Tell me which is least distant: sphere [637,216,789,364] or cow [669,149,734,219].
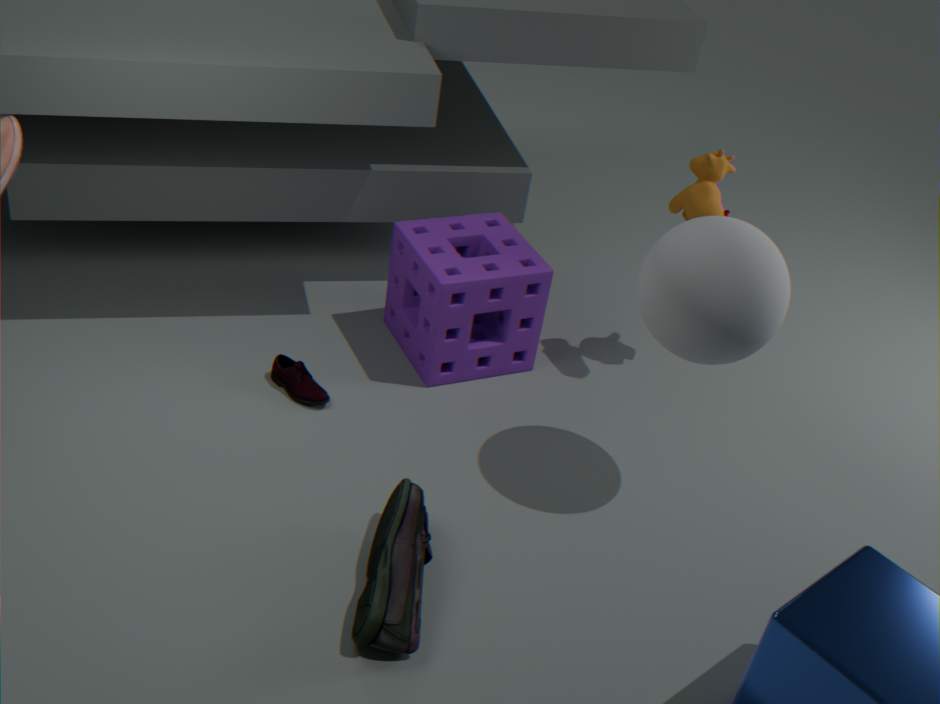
sphere [637,216,789,364]
